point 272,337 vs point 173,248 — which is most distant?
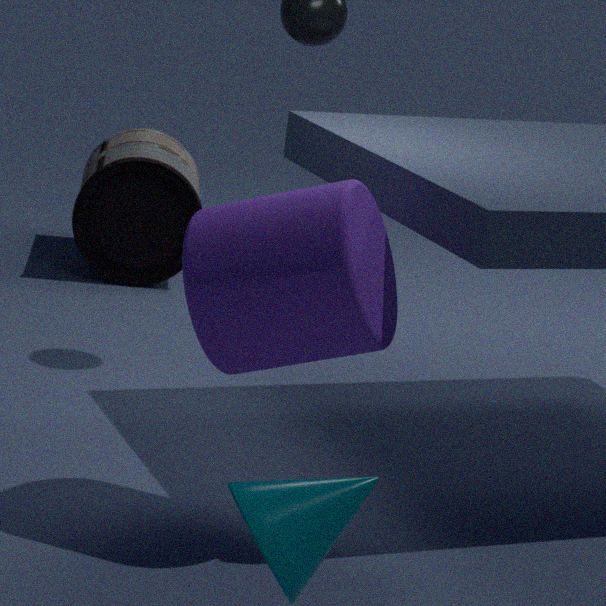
point 173,248
